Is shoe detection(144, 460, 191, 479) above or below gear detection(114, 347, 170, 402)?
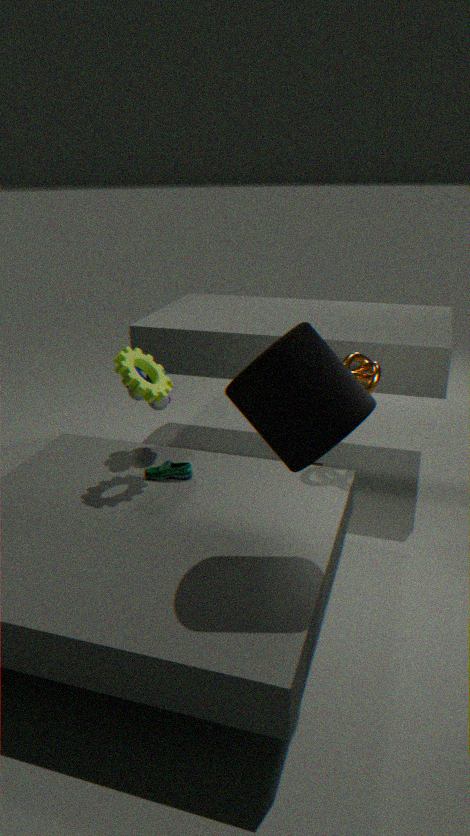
below
